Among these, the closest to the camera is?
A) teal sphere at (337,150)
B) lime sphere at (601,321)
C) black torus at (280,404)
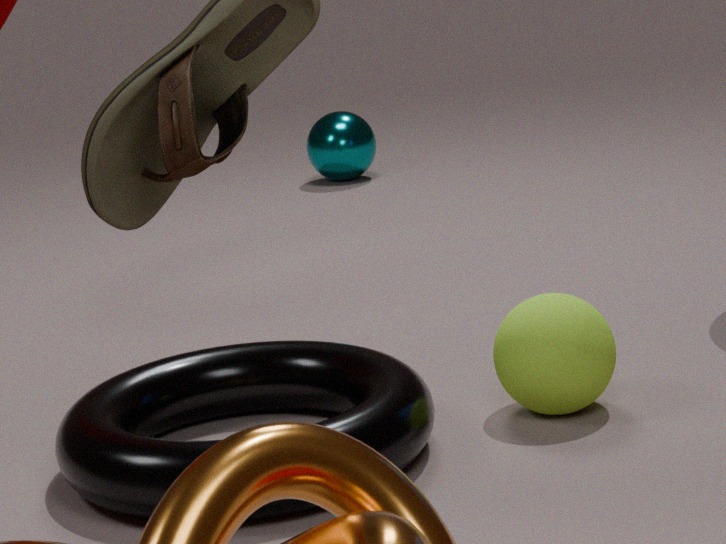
black torus at (280,404)
